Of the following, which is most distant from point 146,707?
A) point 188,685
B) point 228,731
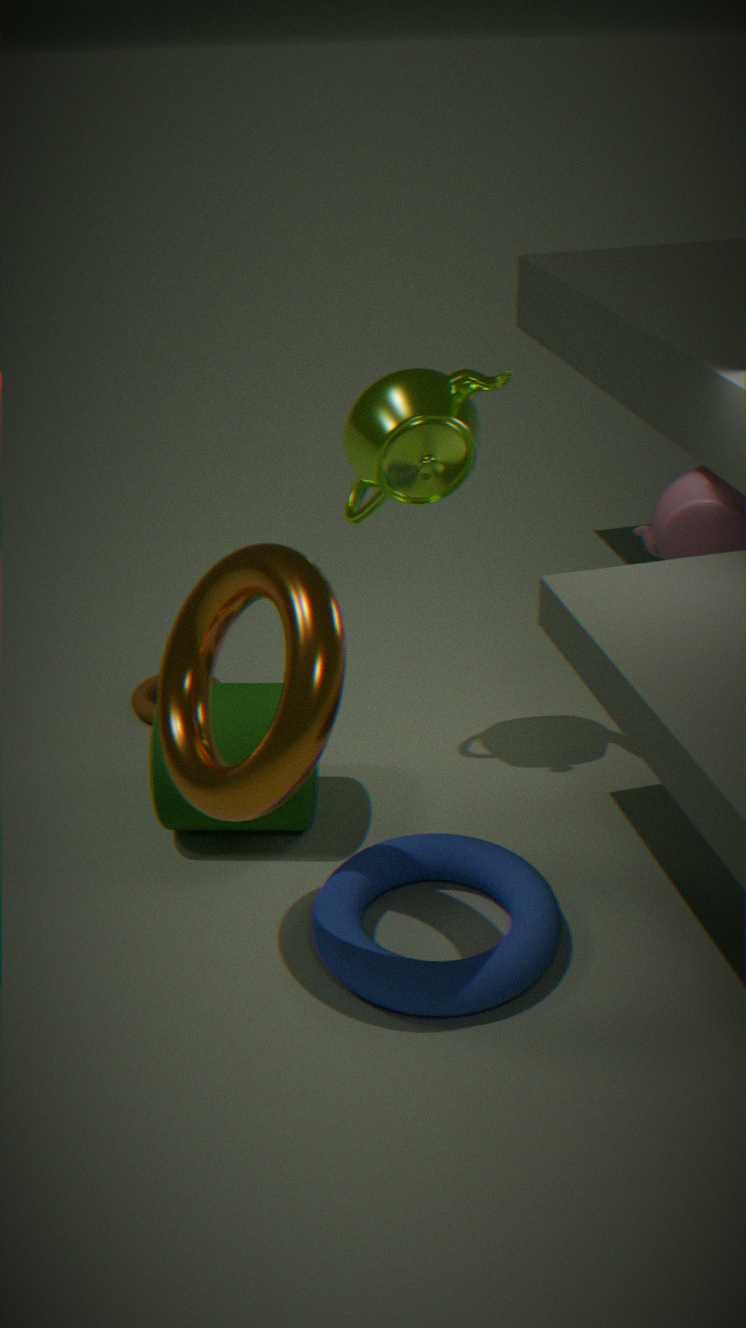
point 188,685
